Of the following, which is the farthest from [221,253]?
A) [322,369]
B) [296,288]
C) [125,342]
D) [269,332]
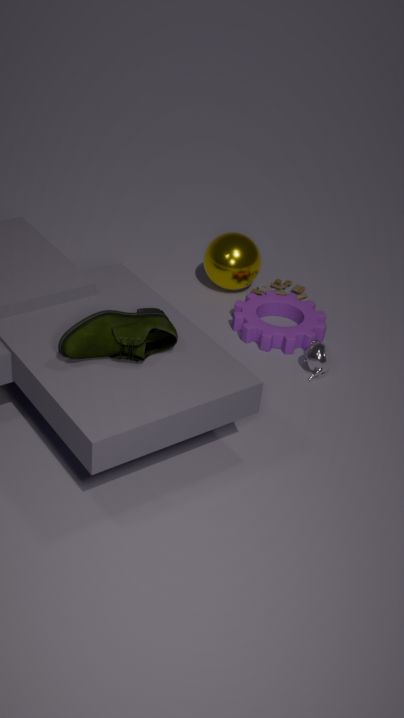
[125,342]
